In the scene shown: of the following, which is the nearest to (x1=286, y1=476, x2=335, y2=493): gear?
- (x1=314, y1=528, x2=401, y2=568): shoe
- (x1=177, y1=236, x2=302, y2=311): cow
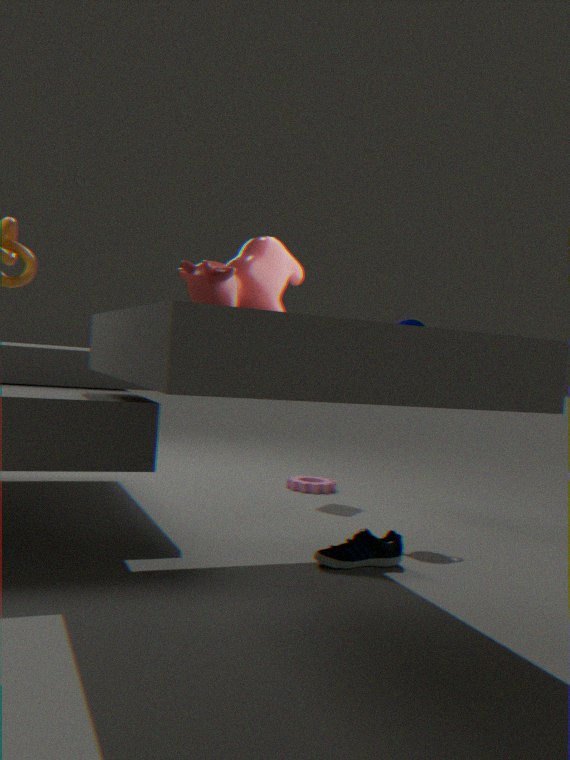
(x1=314, y1=528, x2=401, y2=568): shoe
